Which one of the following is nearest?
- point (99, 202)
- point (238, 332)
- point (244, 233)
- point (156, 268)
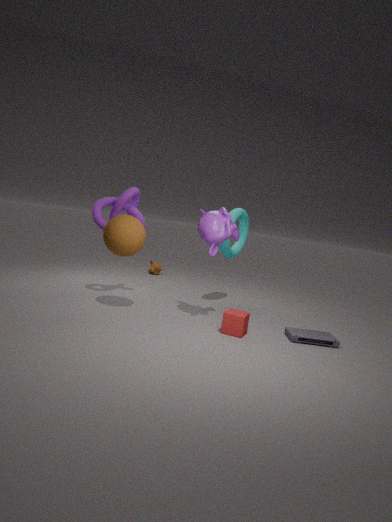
point (238, 332)
